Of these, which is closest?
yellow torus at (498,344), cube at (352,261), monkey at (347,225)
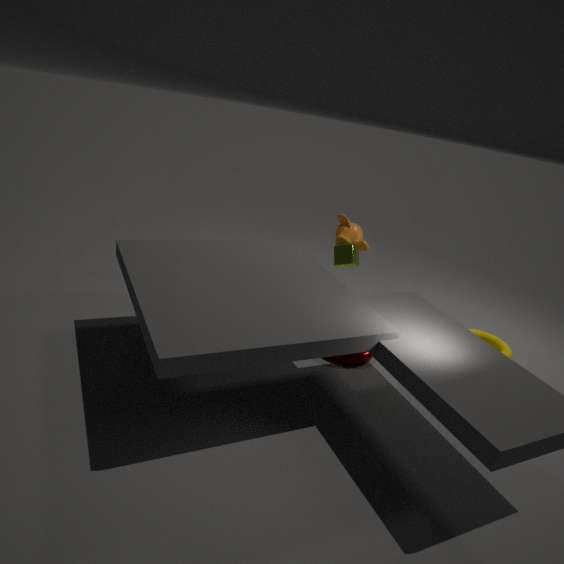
cube at (352,261)
